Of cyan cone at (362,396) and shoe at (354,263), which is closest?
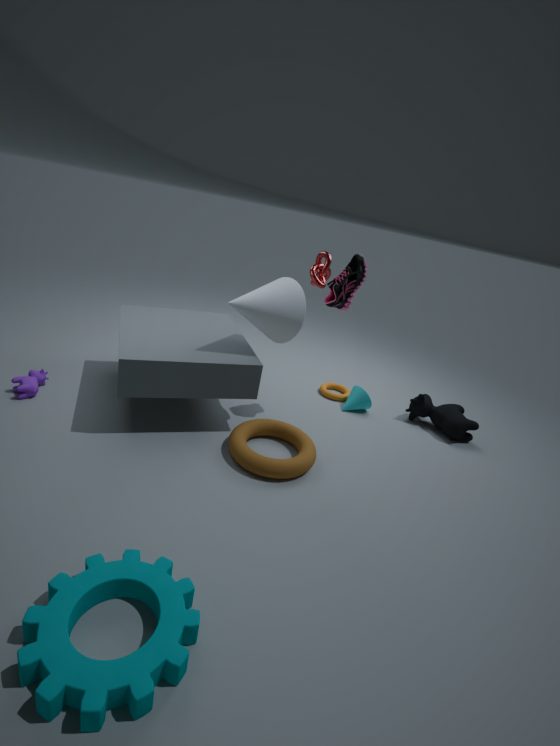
shoe at (354,263)
